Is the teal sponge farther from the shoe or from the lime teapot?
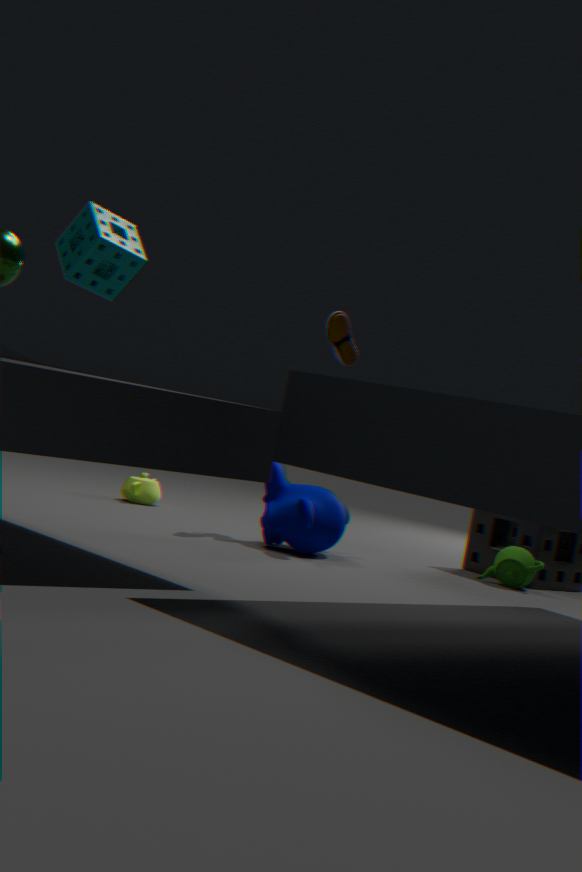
the lime teapot
